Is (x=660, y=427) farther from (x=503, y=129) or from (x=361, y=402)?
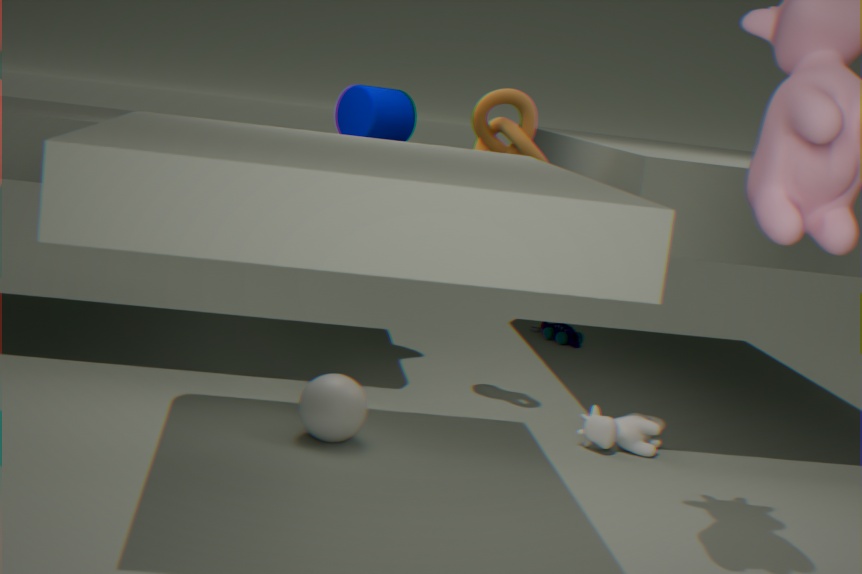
(x=503, y=129)
